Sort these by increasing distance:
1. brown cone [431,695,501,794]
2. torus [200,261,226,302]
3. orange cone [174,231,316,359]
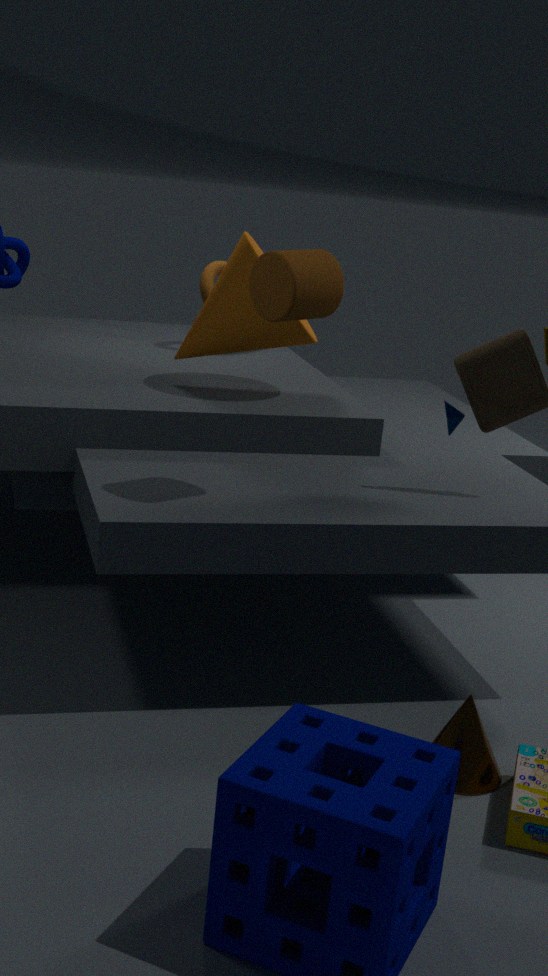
brown cone [431,695,501,794] < orange cone [174,231,316,359] < torus [200,261,226,302]
